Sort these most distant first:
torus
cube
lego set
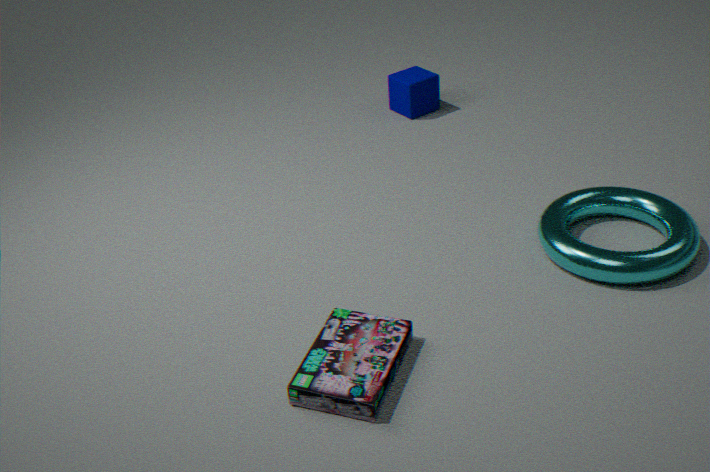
cube
torus
lego set
